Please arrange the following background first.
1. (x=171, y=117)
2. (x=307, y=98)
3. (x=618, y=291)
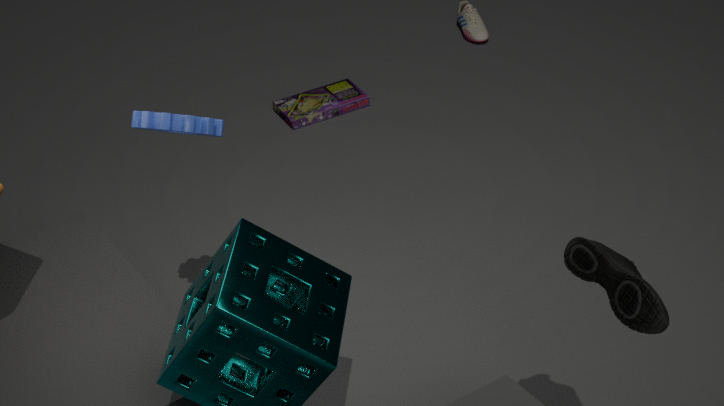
(x=307, y=98) → (x=171, y=117) → (x=618, y=291)
